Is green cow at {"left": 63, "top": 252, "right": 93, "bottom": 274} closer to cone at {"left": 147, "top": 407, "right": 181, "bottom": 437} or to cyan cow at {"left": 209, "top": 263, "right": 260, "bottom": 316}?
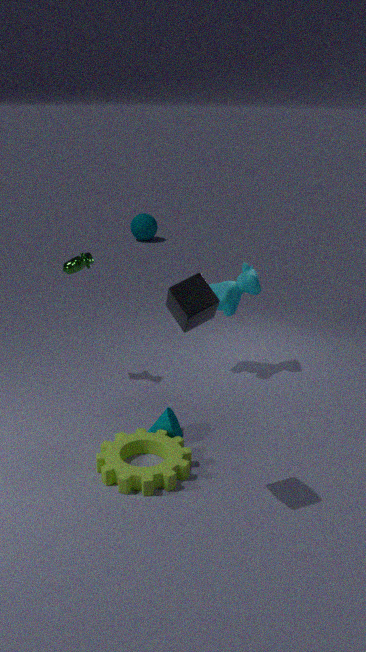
cyan cow at {"left": 209, "top": 263, "right": 260, "bottom": 316}
